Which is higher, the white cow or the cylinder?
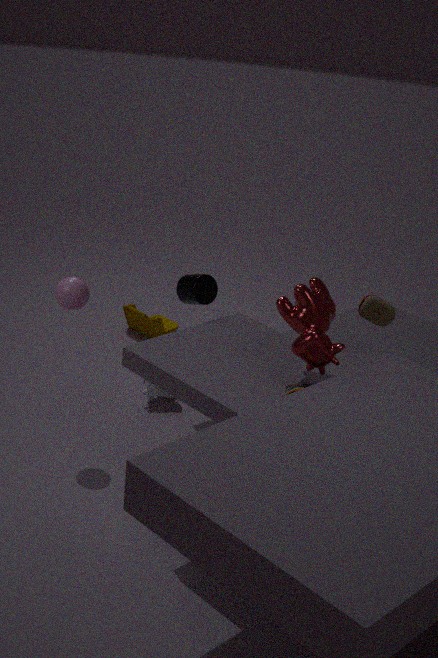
the cylinder
